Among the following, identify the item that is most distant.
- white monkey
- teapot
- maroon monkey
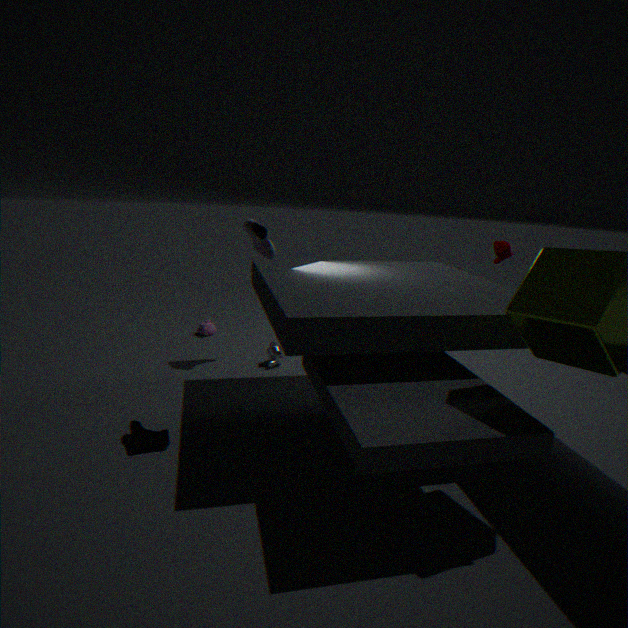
teapot
